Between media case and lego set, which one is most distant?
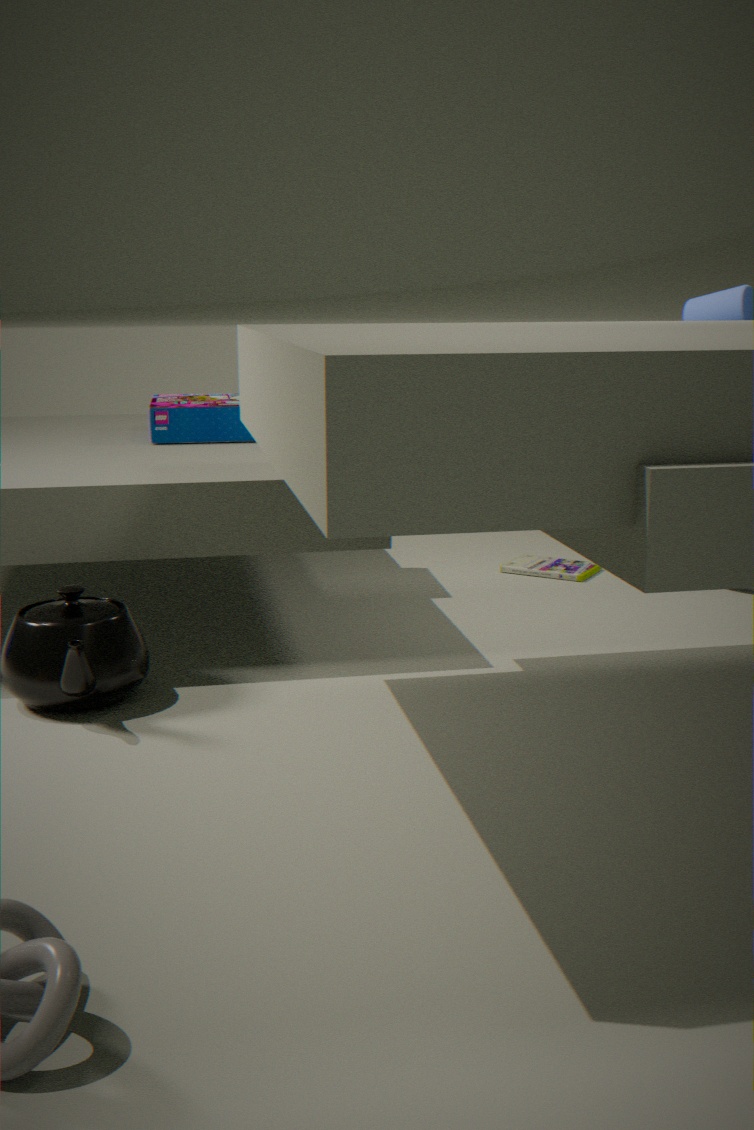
media case
